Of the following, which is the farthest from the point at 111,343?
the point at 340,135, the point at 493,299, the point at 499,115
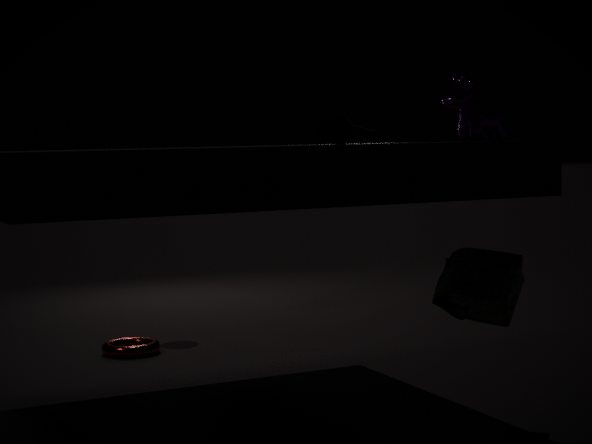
the point at 499,115
